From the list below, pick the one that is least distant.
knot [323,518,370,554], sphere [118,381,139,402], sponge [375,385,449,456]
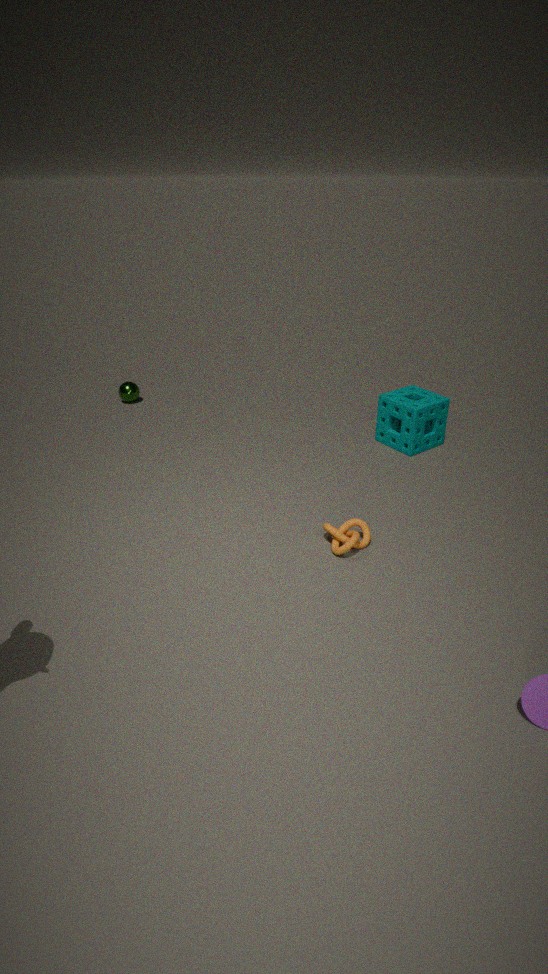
knot [323,518,370,554]
